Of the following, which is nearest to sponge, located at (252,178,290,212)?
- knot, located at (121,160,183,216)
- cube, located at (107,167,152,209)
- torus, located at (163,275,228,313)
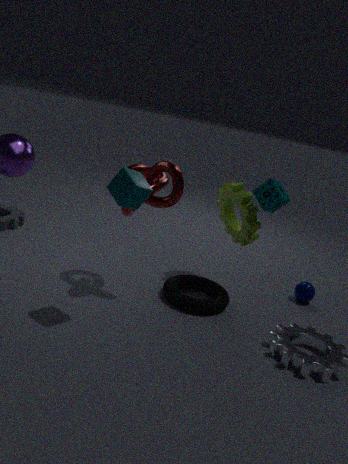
knot, located at (121,160,183,216)
